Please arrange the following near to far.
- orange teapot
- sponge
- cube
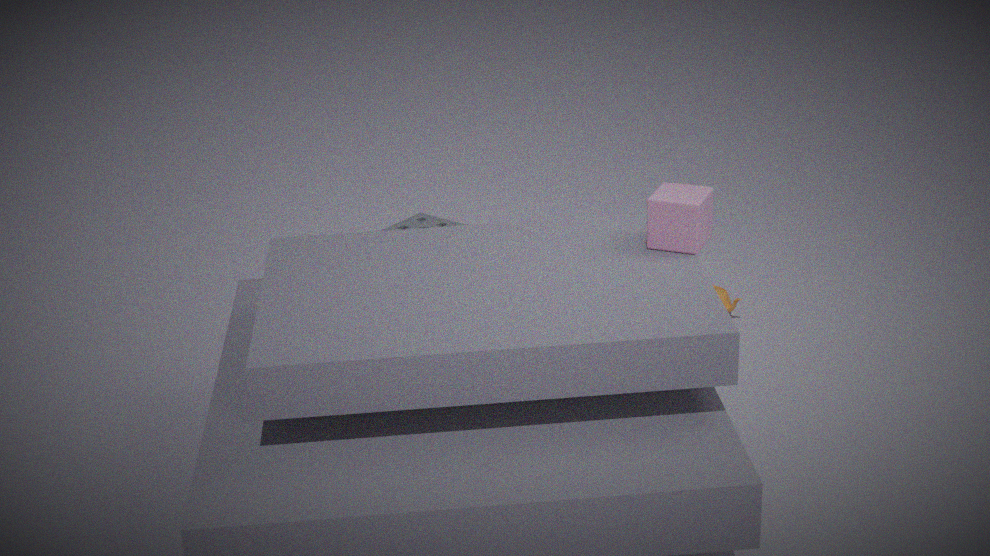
cube
orange teapot
sponge
